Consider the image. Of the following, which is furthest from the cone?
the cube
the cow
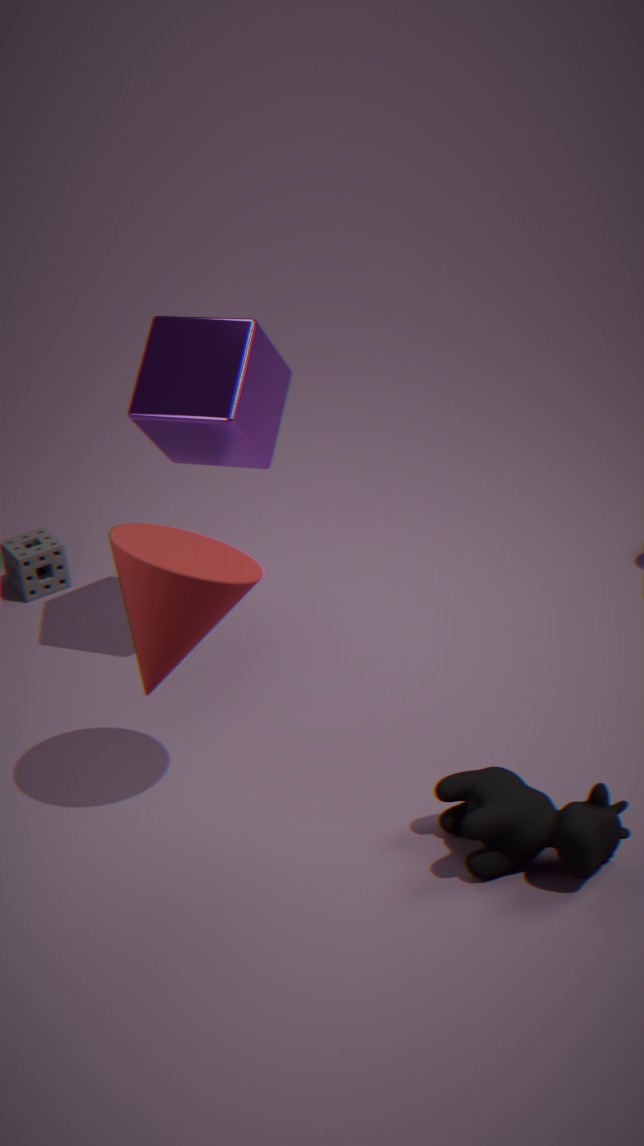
the cow
